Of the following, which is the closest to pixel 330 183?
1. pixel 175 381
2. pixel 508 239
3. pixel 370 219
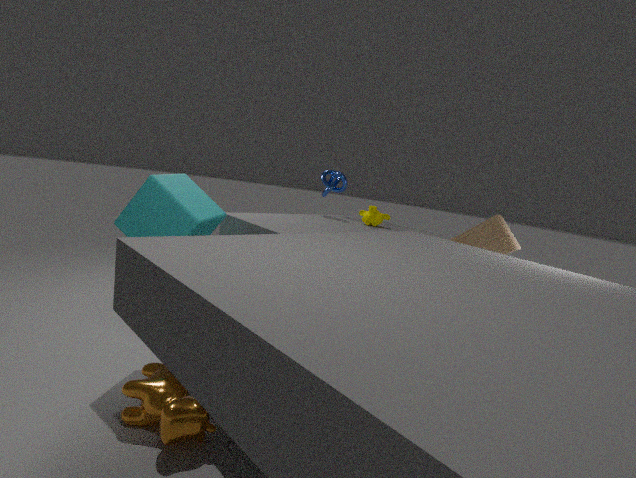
pixel 370 219
